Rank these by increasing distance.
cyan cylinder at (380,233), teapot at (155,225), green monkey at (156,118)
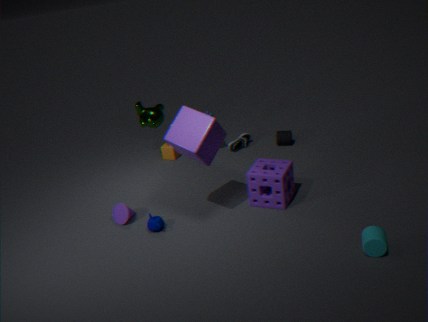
cyan cylinder at (380,233) → teapot at (155,225) → green monkey at (156,118)
